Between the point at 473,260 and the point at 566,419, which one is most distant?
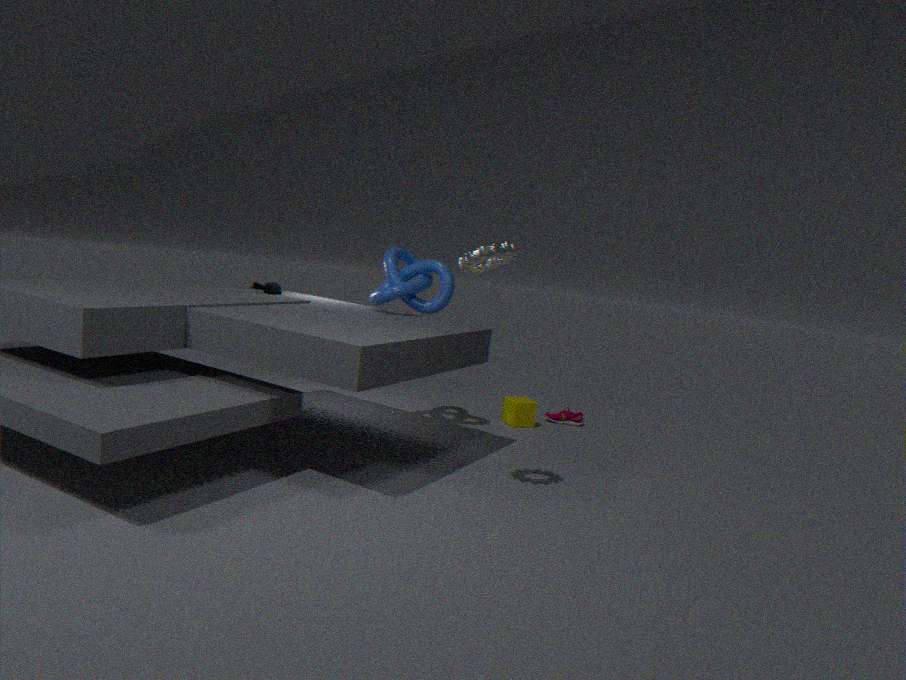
the point at 566,419
